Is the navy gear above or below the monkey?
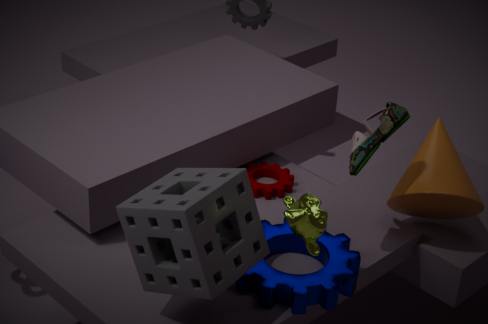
below
